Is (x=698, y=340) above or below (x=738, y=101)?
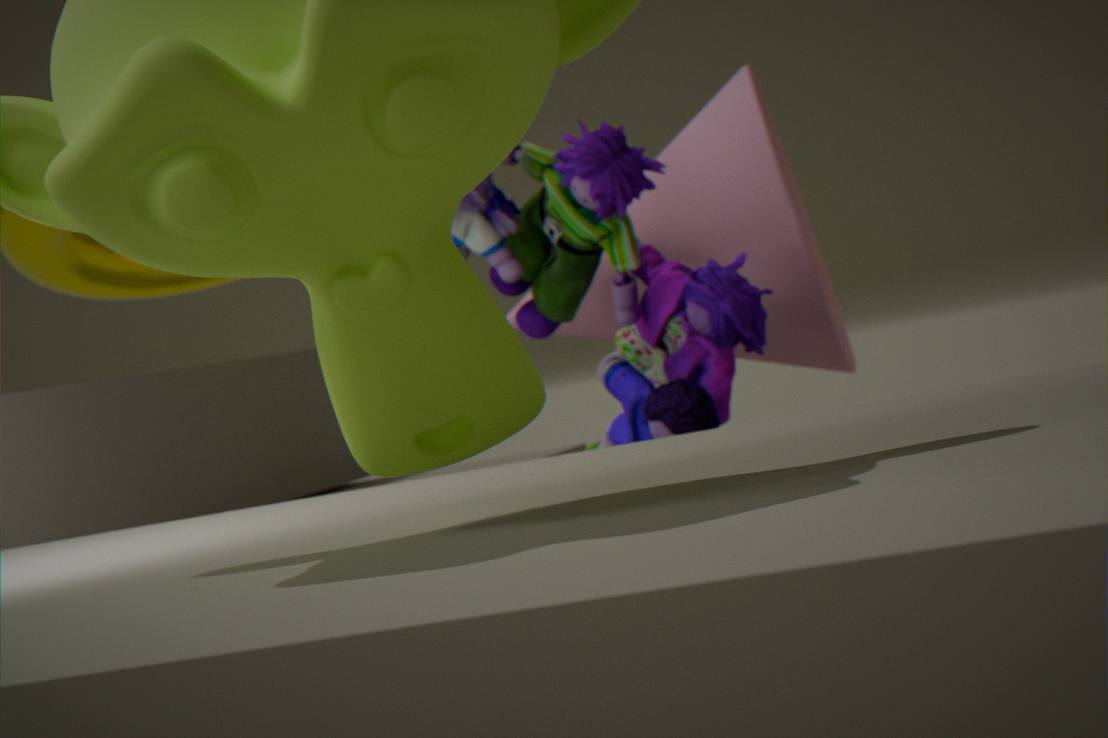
below
